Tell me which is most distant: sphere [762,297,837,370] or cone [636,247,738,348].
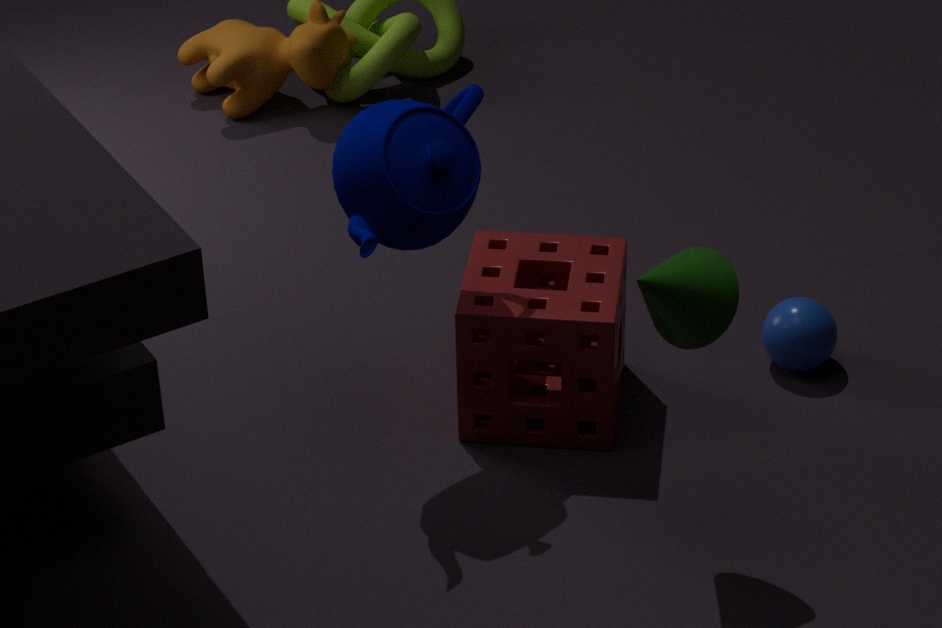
sphere [762,297,837,370]
